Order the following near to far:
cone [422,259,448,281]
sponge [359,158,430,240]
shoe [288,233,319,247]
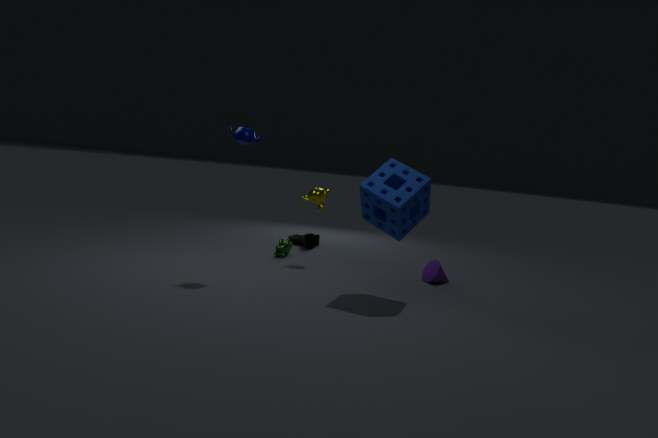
sponge [359,158,430,240], cone [422,259,448,281], shoe [288,233,319,247]
